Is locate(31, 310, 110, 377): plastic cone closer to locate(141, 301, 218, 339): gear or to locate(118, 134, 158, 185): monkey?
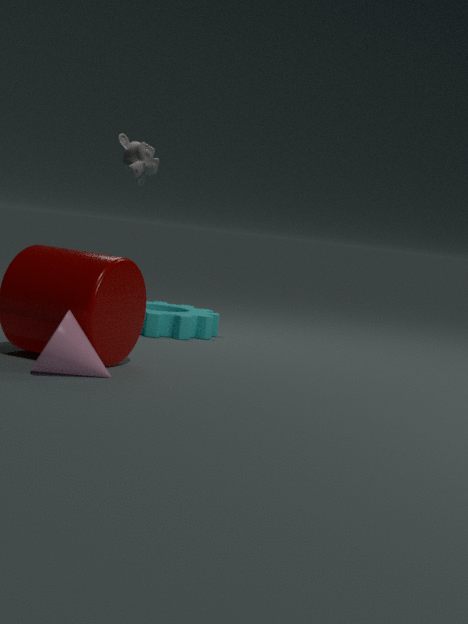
locate(141, 301, 218, 339): gear
